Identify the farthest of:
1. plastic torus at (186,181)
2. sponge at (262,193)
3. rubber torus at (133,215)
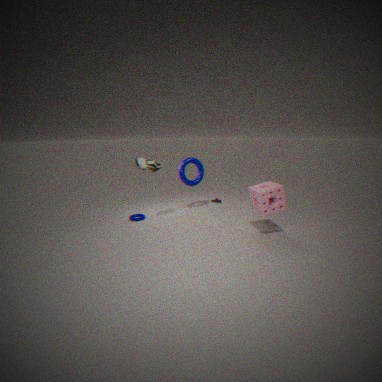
plastic torus at (186,181)
